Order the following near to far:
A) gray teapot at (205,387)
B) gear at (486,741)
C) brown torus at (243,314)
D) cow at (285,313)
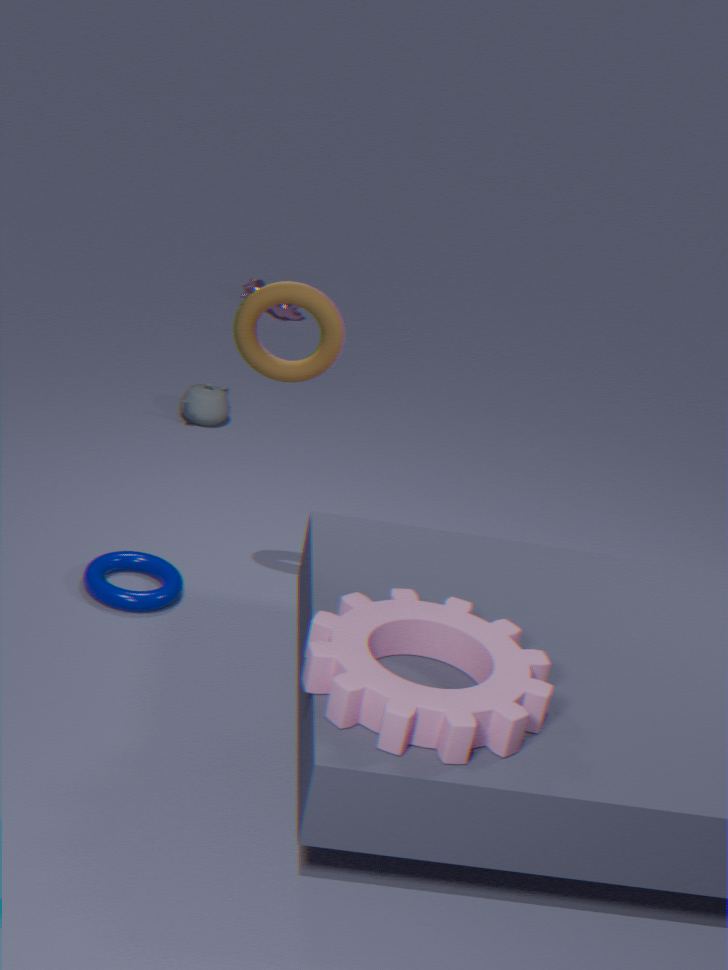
gear at (486,741) → brown torus at (243,314) → gray teapot at (205,387) → cow at (285,313)
